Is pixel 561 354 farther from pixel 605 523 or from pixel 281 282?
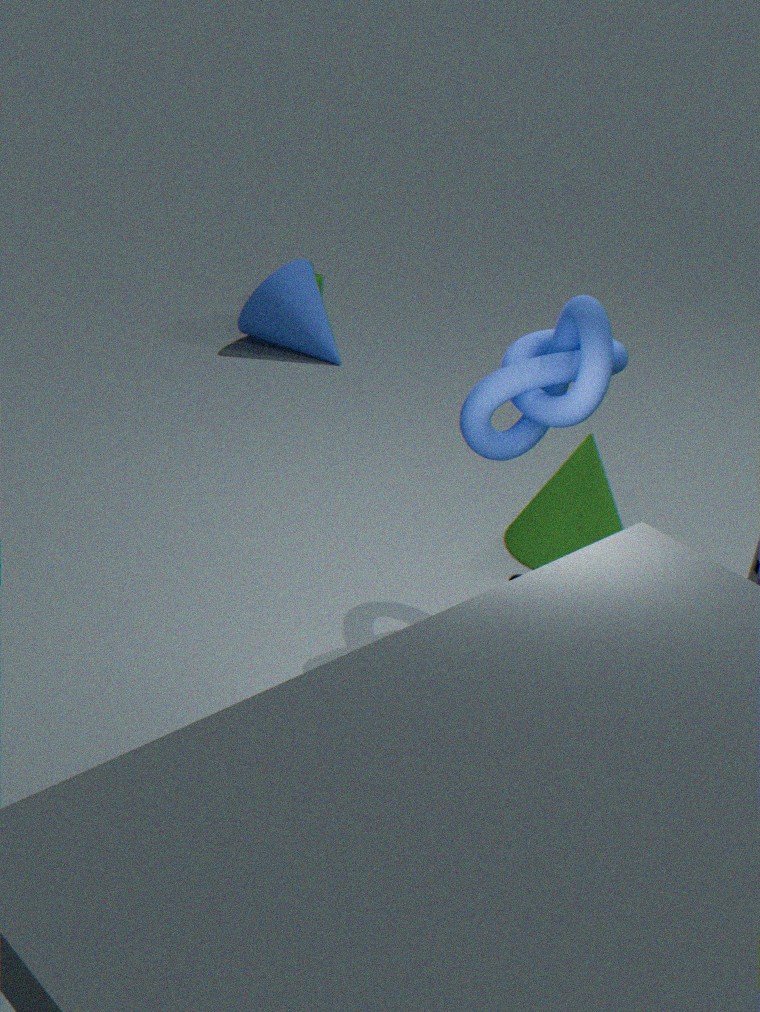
pixel 281 282
